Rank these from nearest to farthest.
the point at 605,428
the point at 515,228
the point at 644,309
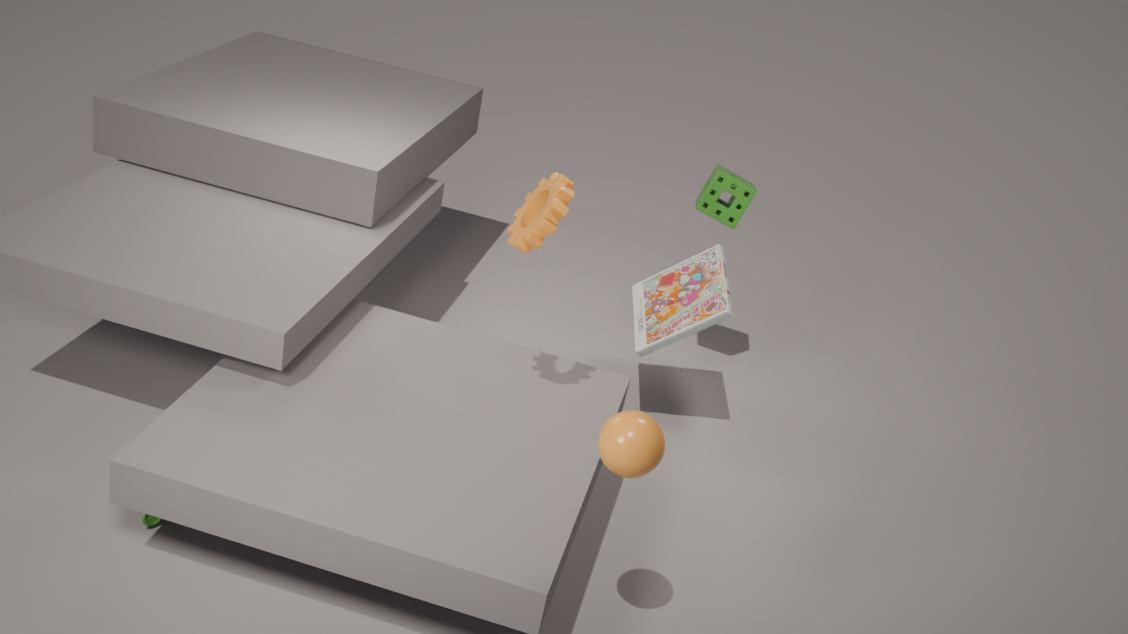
1. the point at 605,428
2. the point at 515,228
3. the point at 644,309
